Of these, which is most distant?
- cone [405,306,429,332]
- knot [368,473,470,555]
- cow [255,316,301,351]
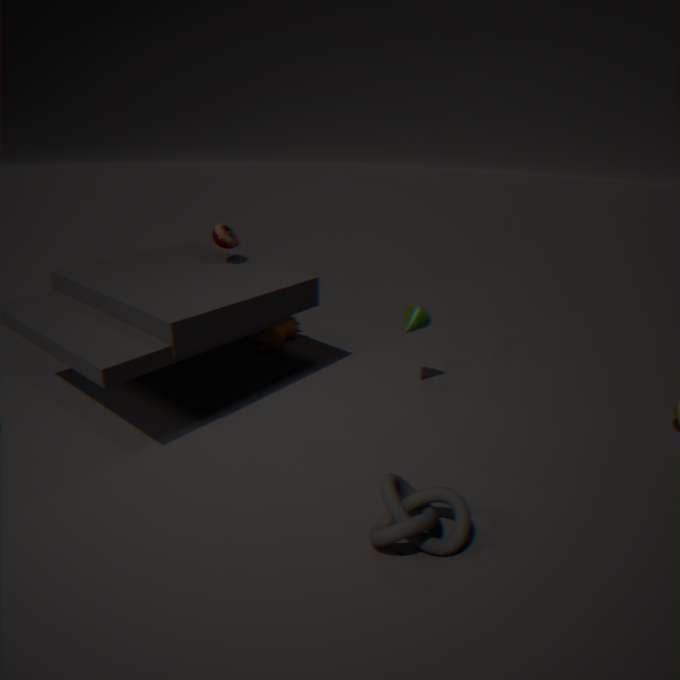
cow [255,316,301,351]
